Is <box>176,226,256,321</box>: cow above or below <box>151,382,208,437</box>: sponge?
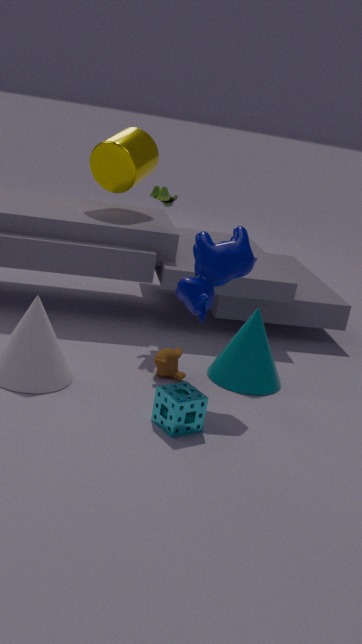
above
